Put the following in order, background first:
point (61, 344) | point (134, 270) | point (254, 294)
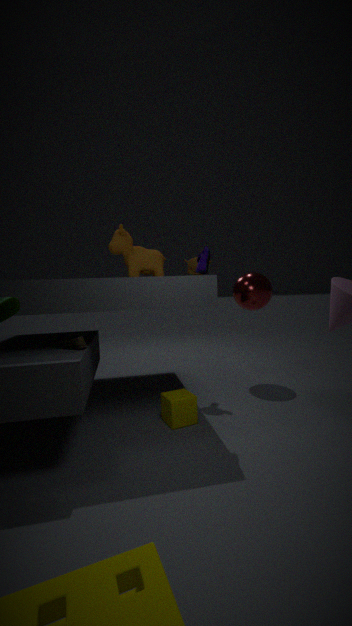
point (254, 294)
point (134, 270)
point (61, 344)
